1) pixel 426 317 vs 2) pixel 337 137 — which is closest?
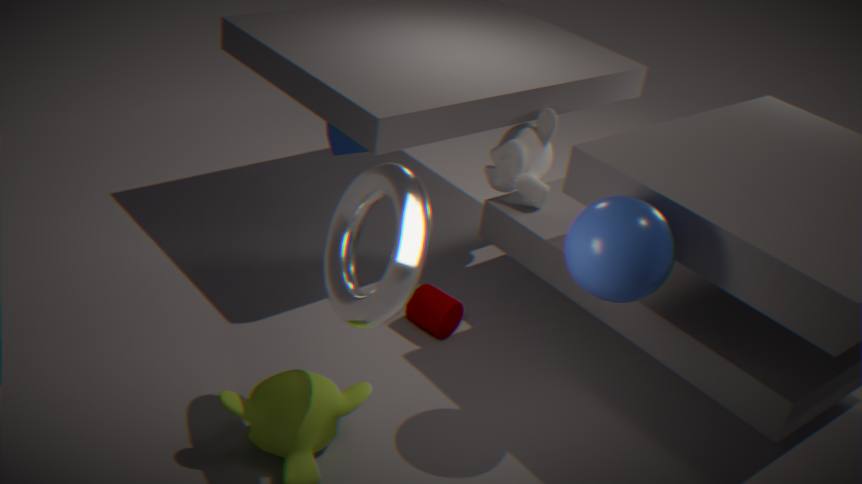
1. pixel 426 317
